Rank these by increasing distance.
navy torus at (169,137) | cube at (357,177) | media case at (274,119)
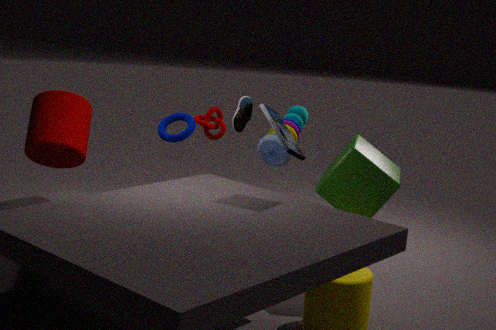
media case at (274,119) < cube at (357,177) < navy torus at (169,137)
